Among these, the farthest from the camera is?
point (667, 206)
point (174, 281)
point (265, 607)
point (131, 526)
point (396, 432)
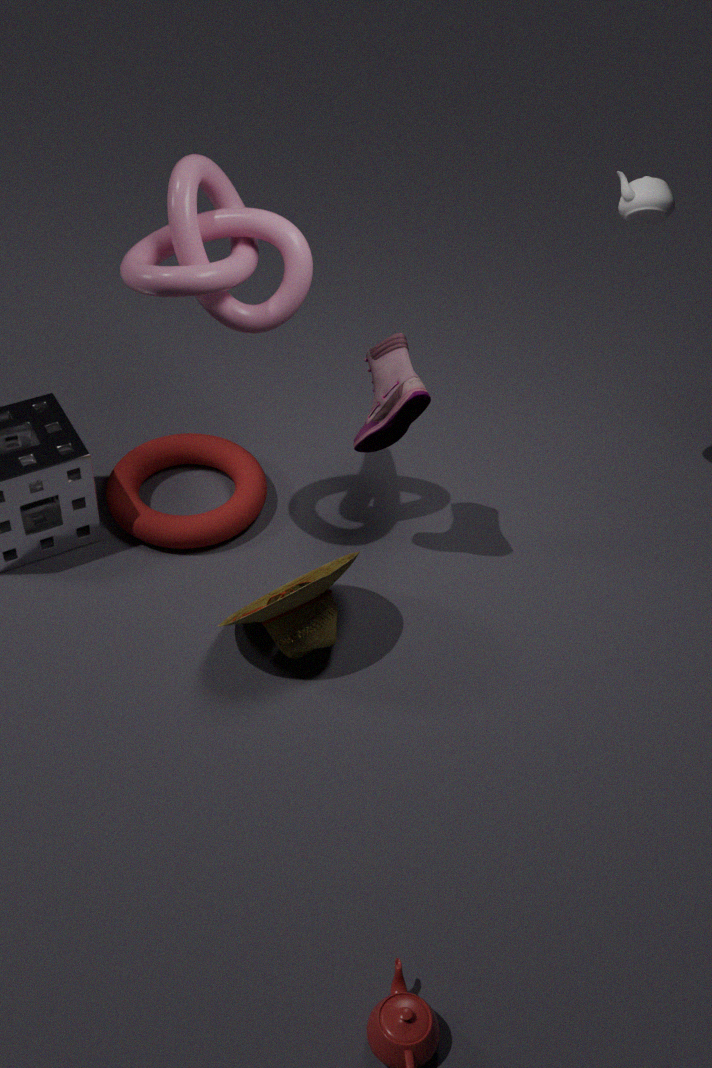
point (131, 526)
